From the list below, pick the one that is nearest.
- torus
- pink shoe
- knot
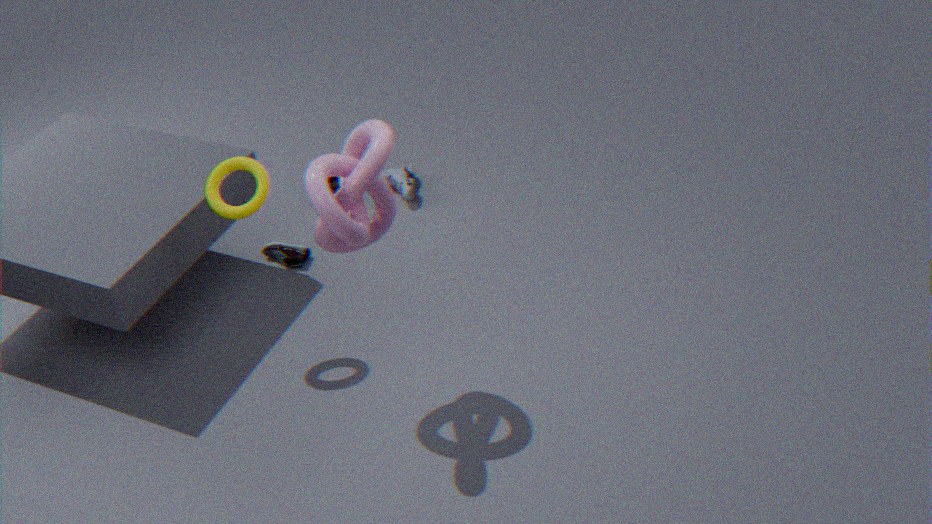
knot
